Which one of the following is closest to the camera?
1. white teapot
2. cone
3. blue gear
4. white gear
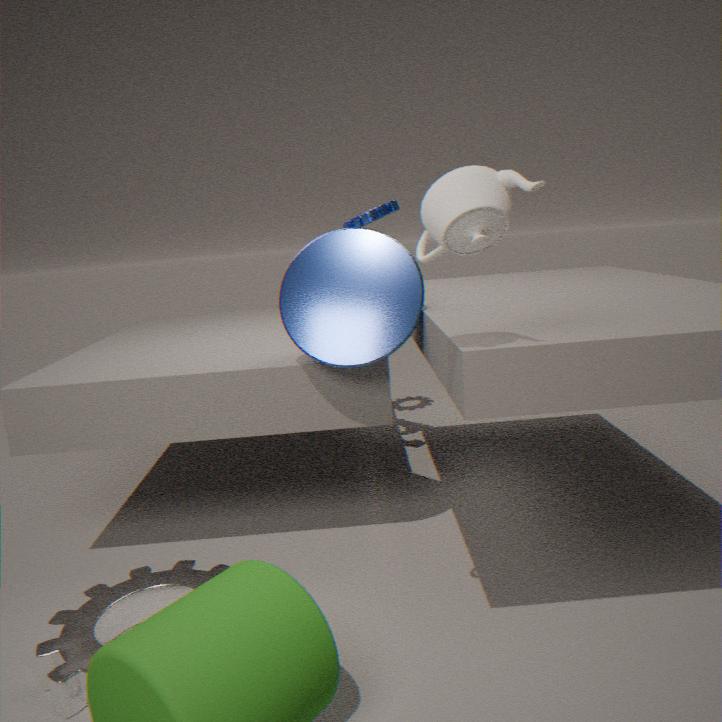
white teapot
